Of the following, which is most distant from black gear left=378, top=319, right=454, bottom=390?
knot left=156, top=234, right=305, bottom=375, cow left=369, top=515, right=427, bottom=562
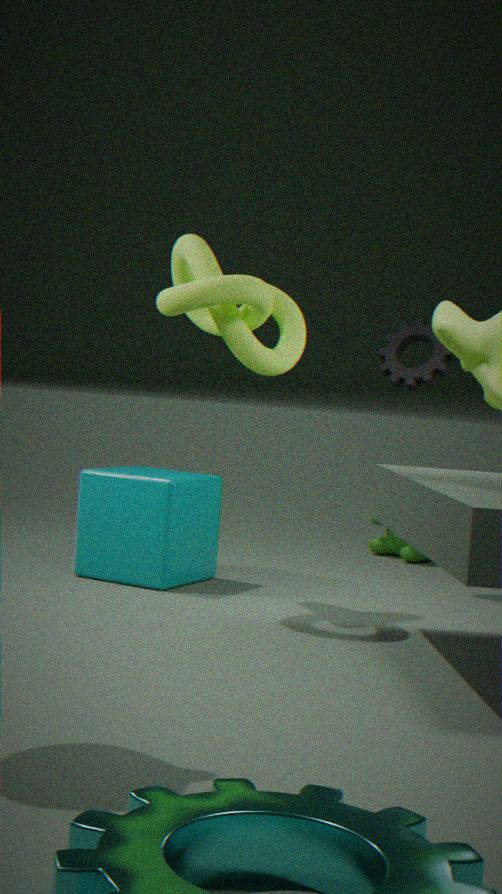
cow left=369, top=515, right=427, bottom=562
